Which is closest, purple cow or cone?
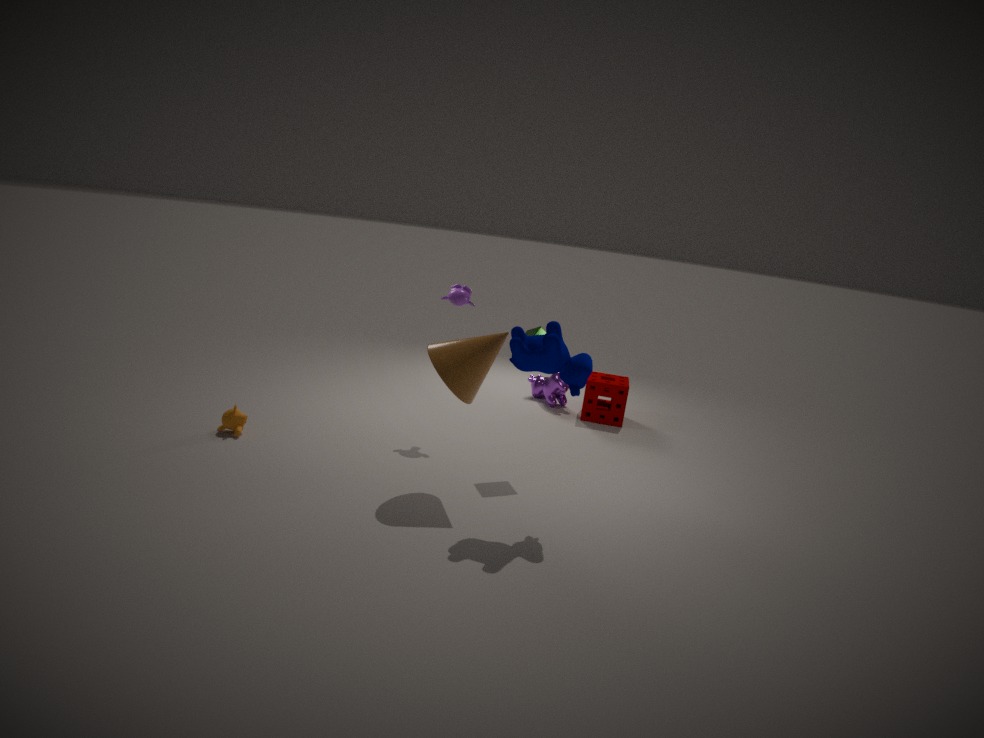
cone
